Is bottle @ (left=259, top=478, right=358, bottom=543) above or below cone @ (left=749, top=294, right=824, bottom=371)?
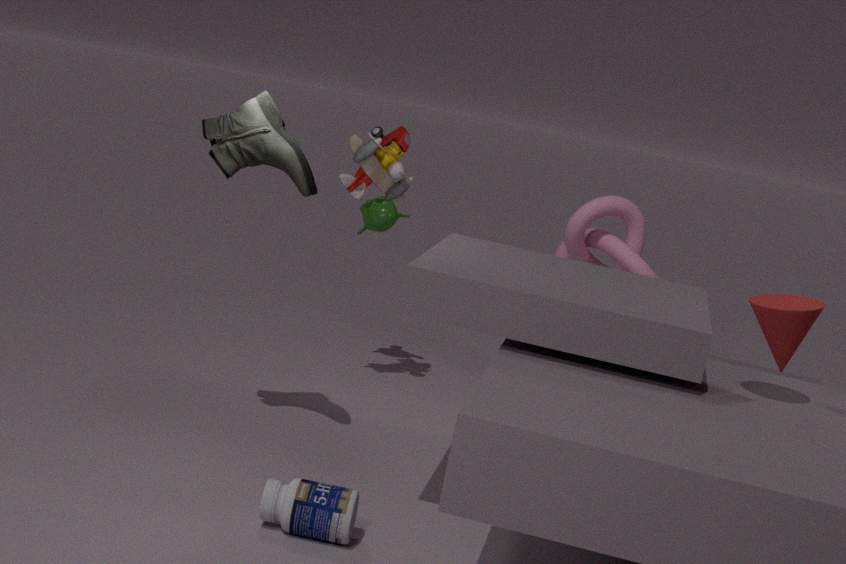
below
